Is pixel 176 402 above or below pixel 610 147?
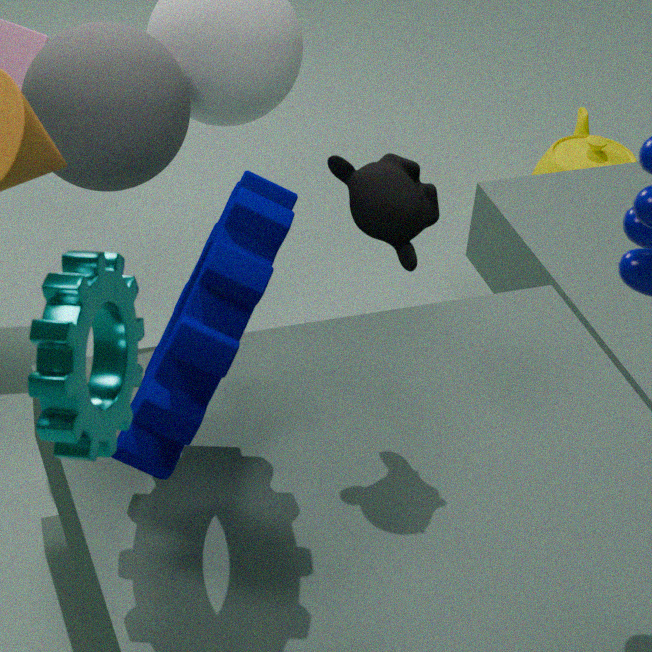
above
